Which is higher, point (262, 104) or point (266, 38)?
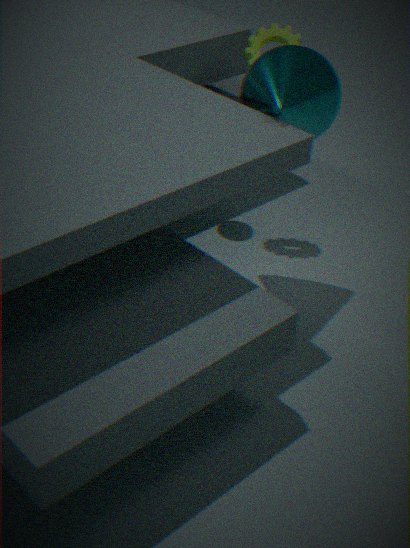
point (266, 38)
